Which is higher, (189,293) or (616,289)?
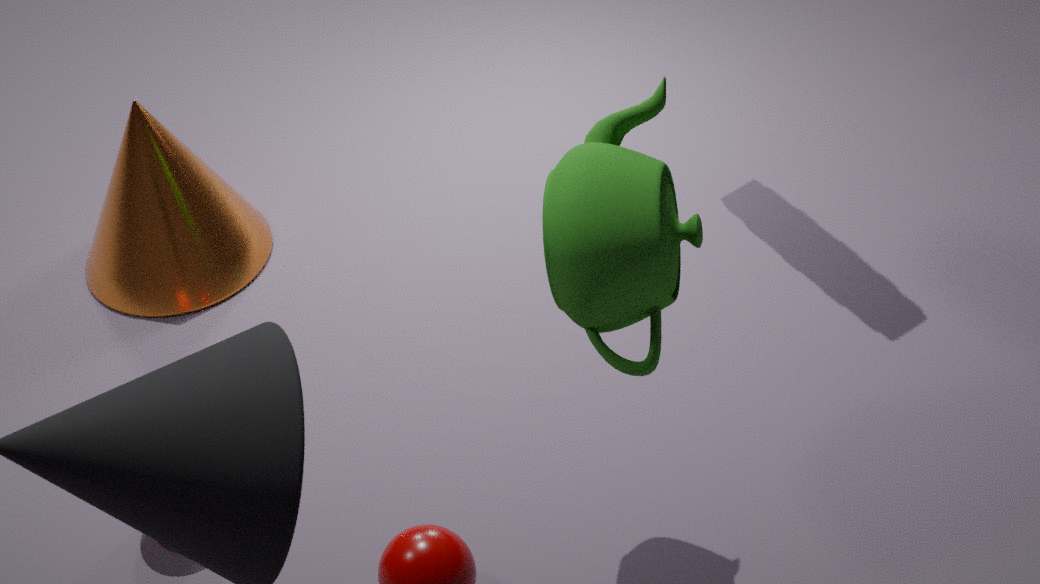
(616,289)
